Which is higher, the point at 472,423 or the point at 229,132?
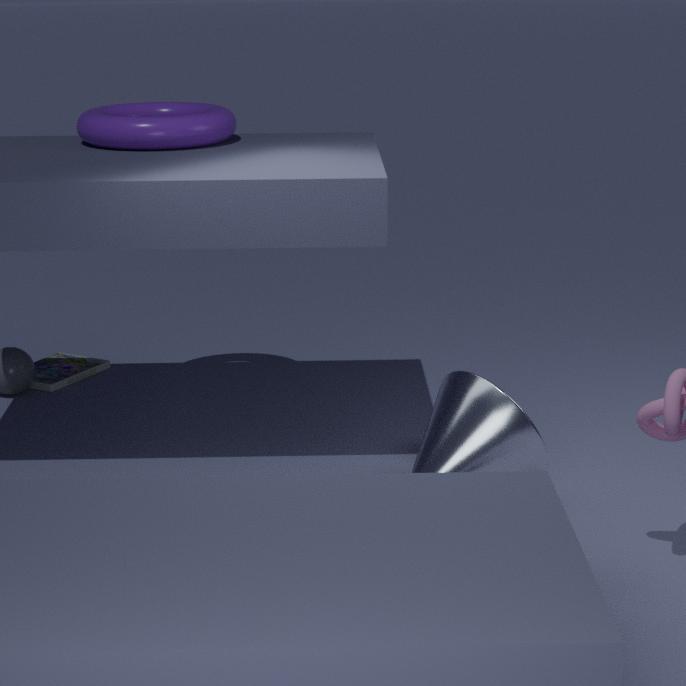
the point at 229,132
